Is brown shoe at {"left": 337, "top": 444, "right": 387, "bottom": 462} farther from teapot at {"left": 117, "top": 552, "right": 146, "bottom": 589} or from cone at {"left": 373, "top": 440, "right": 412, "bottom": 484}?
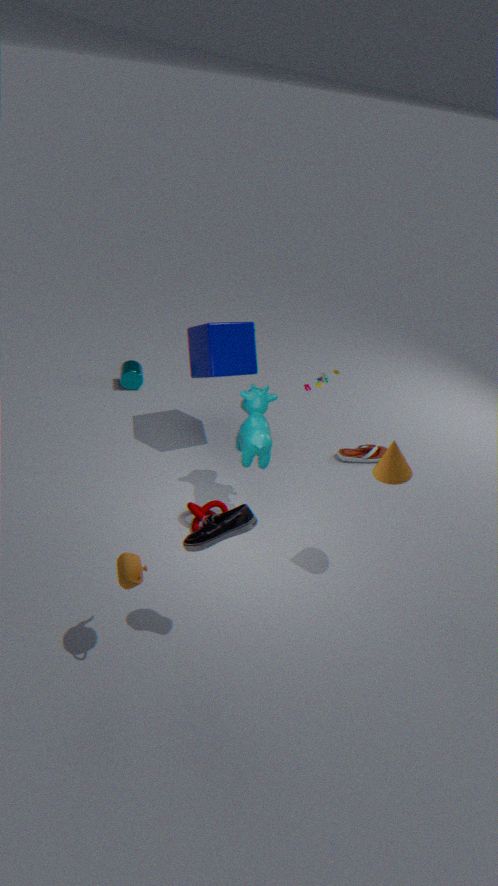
teapot at {"left": 117, "top": 552, "right": 146, "bottom": 589}
